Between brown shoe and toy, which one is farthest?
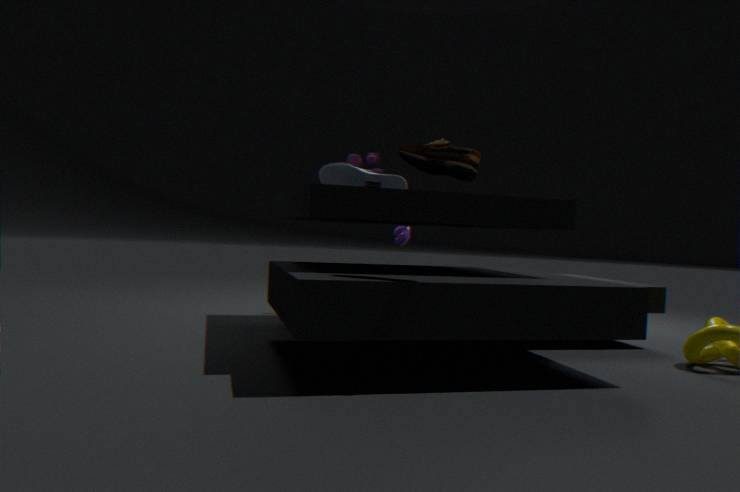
toy
